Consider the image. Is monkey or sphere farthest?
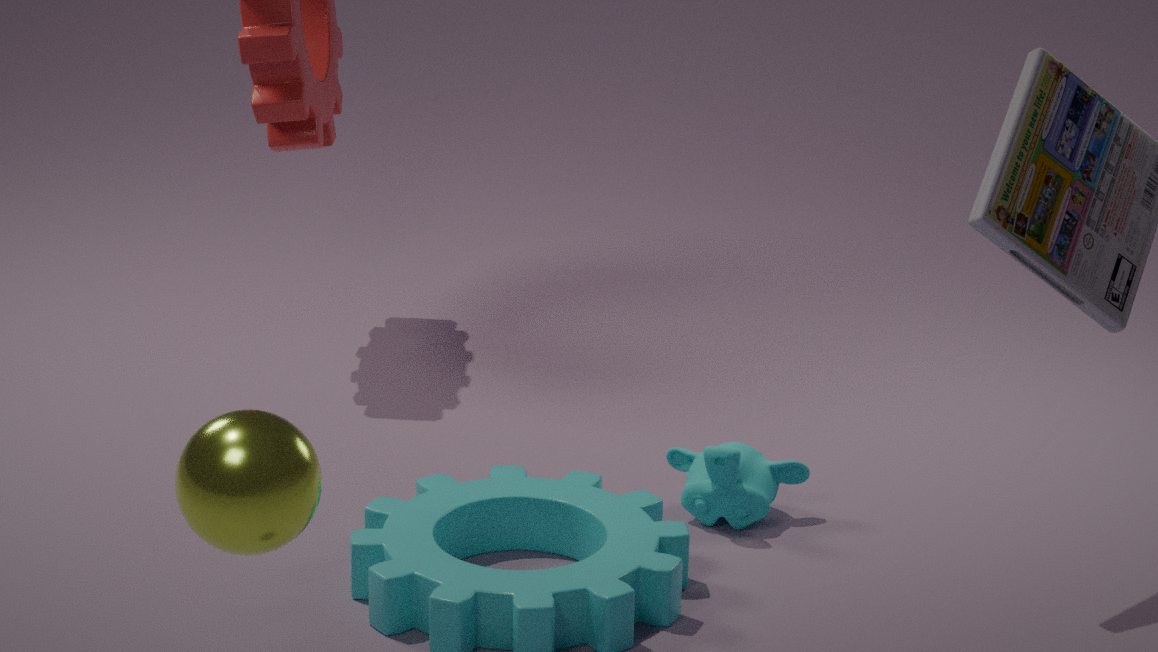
monkey
